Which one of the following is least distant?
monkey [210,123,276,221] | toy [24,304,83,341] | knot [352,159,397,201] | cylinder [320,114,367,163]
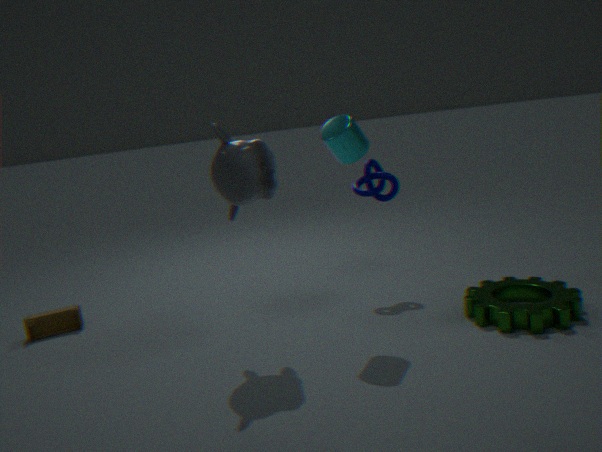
monkey [210,123,276,221]
